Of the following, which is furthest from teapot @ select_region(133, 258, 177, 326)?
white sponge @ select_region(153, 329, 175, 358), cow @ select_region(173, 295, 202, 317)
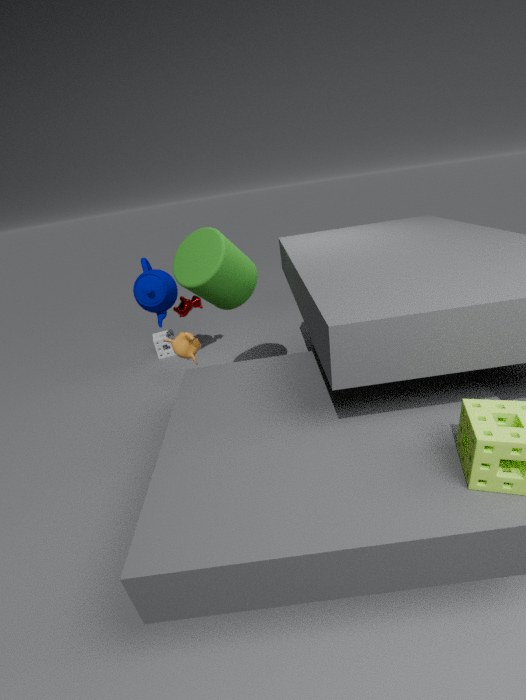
white sponge @ select_region(153, 329, 175, 358)
